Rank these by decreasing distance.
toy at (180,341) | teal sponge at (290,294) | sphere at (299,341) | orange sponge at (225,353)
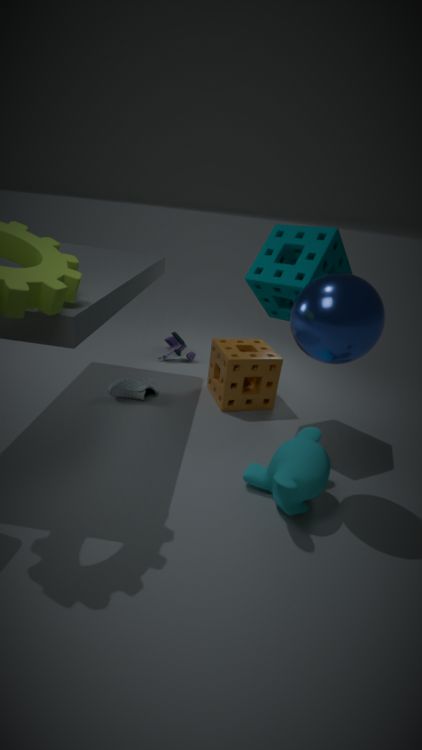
toy at (180,341) < orange sponge at (225,353) < teal sponge at (290,294) < sphere at (299,341)
